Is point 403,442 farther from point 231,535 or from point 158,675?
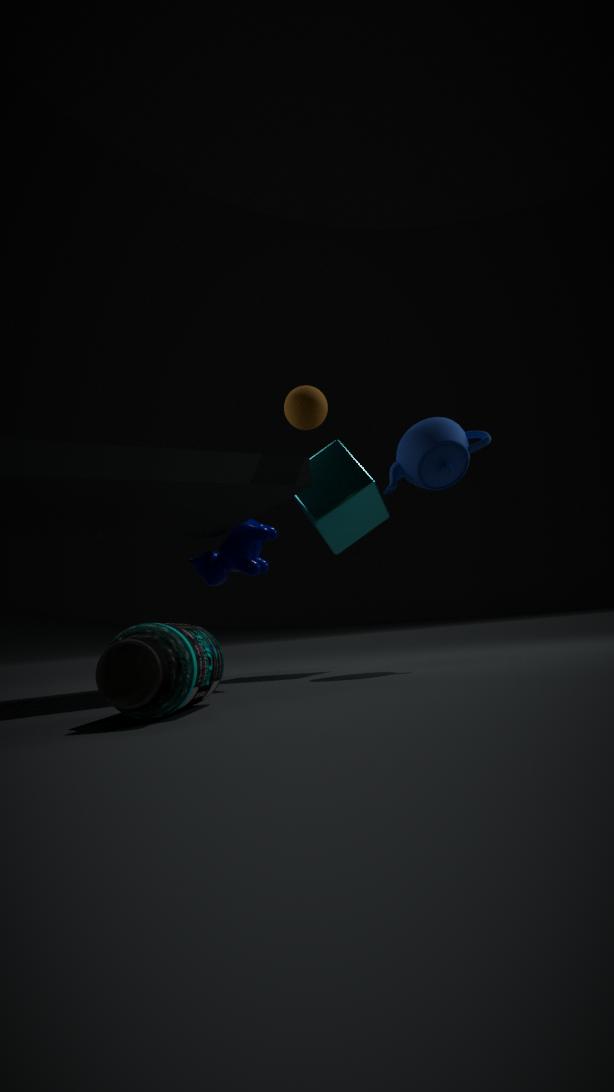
point 158,675
